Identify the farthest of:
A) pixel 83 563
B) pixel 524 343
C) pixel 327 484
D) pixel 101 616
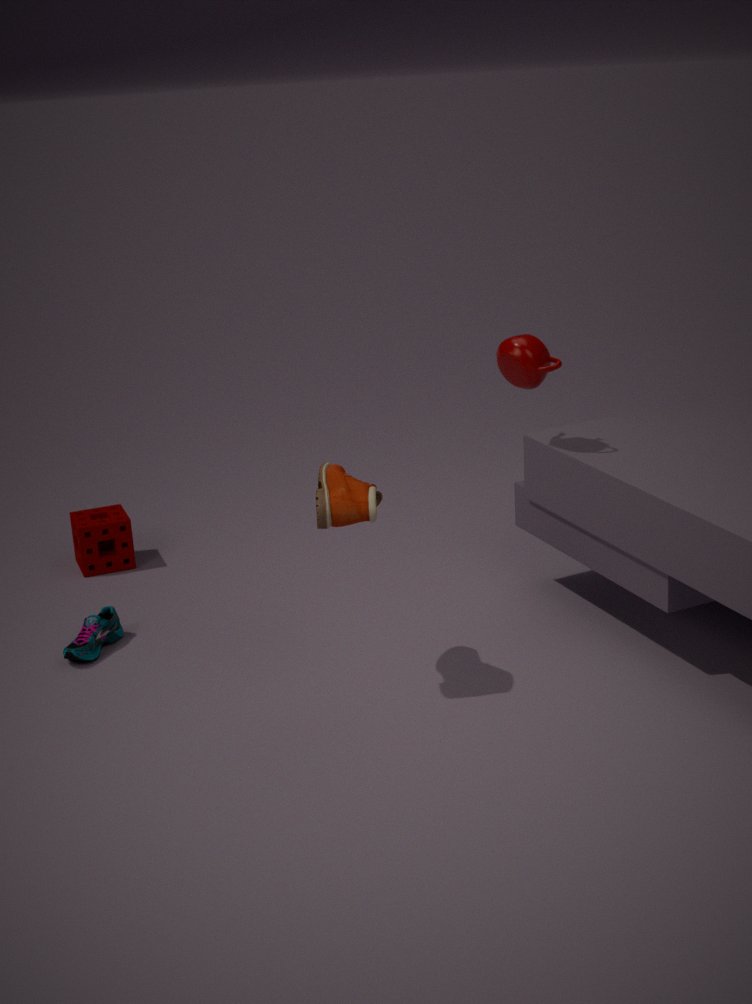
pixel 83 563
